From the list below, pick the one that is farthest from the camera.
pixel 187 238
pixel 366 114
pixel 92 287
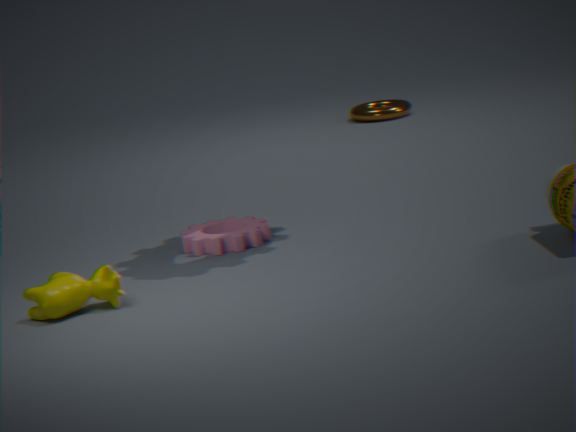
pixel 366 114
